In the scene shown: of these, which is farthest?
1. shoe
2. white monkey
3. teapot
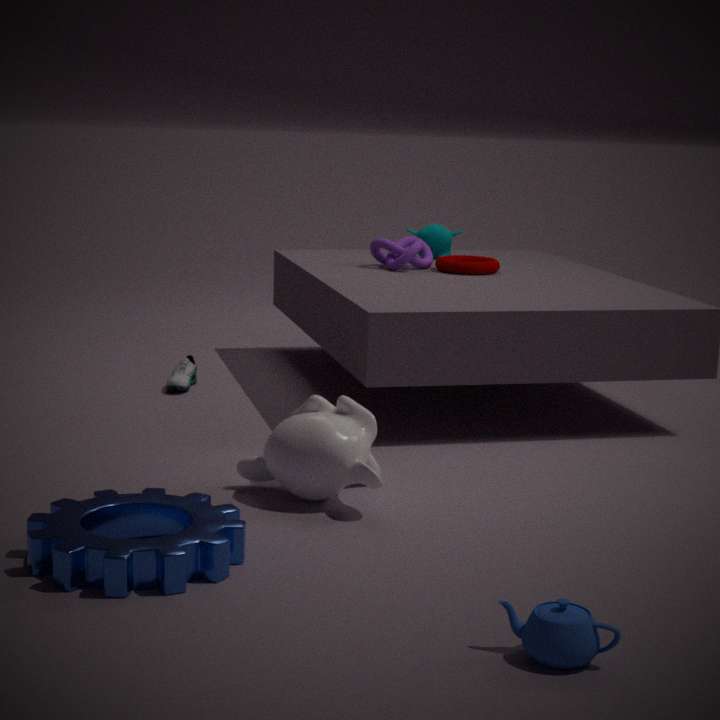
shoe
